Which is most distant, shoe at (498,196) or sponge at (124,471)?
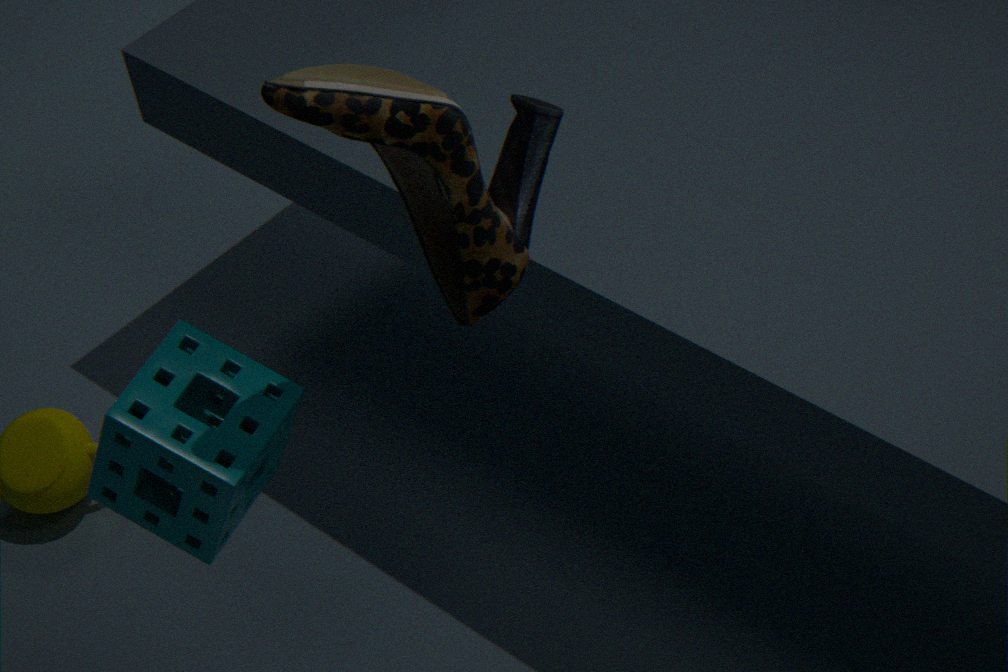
sponge at (124,471)
